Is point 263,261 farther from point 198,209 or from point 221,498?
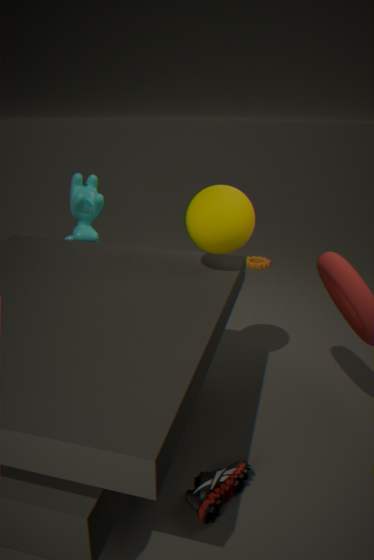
point 221,498
